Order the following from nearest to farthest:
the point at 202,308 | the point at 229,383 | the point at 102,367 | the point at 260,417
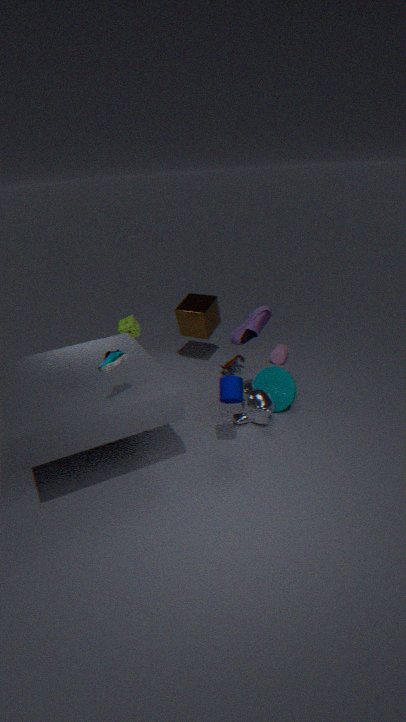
the point at 102,367 → the point at 229,383 → the point at 260,417 → the point at 202,308
